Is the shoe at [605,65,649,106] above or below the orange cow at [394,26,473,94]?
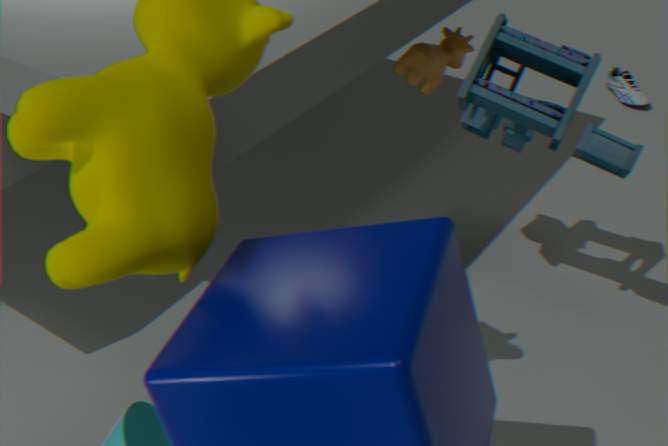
below
